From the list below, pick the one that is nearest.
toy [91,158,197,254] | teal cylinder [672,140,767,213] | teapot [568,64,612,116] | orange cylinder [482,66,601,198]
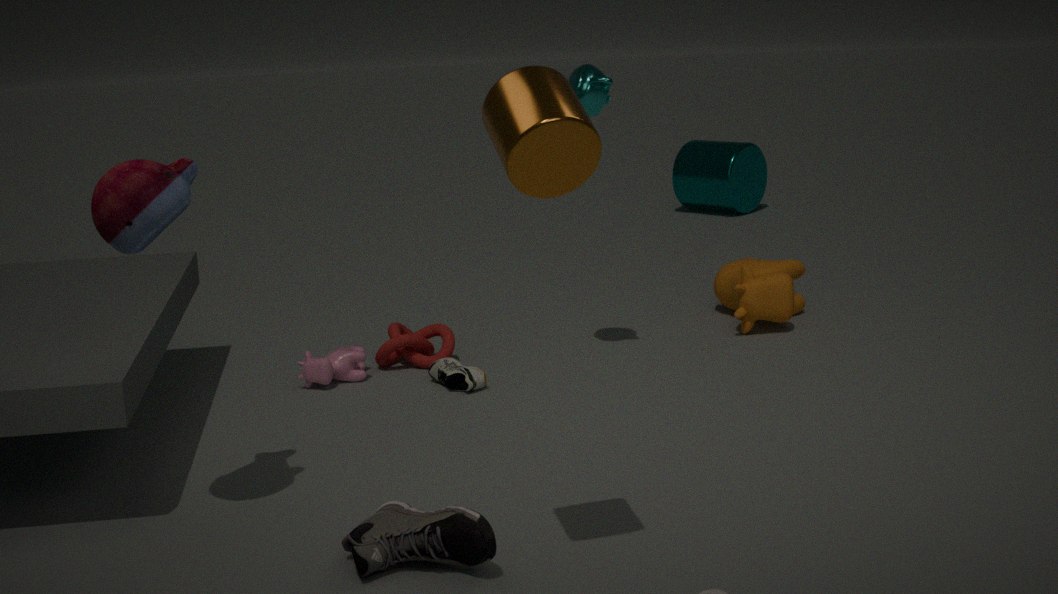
orange cylinder [482,66,601,198]
